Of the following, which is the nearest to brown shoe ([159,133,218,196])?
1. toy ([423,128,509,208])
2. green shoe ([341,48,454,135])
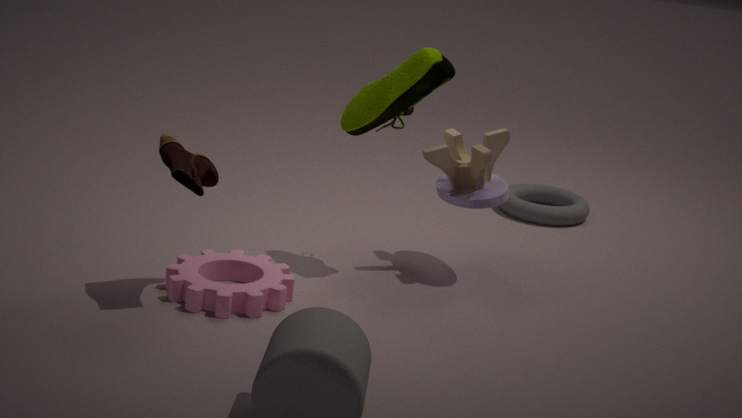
green shoe ([341,48,454,135])
